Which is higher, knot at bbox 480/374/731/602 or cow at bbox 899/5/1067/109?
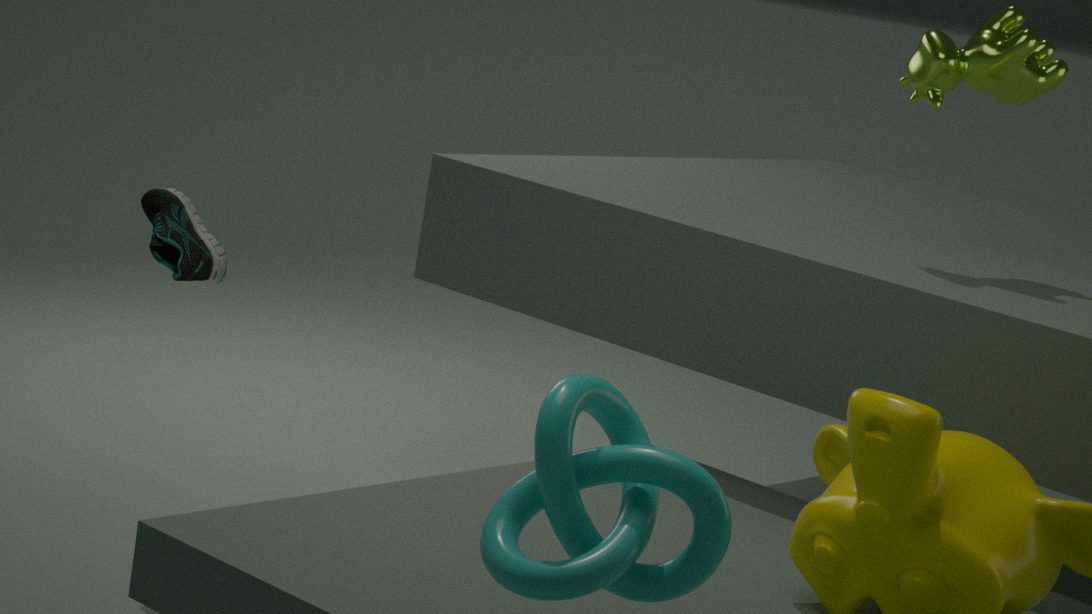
cow at bbox 899/5/1067/109
